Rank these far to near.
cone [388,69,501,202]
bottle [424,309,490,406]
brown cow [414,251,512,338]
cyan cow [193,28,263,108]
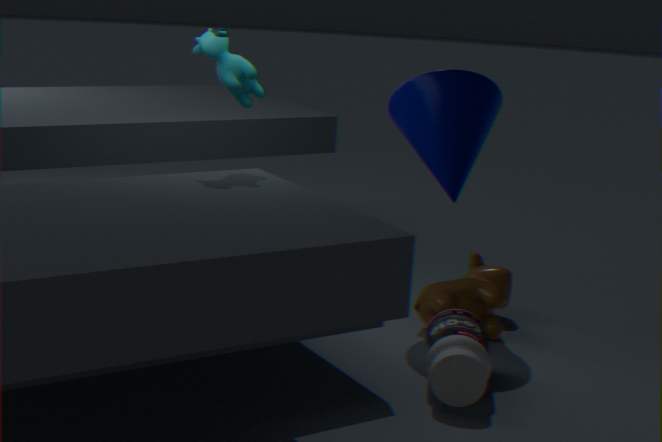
brown cow [414,251,512,338] < cone [388,69,501,202] < bottle [424,309,490,406] < cyan cow [193,28,263,108]
